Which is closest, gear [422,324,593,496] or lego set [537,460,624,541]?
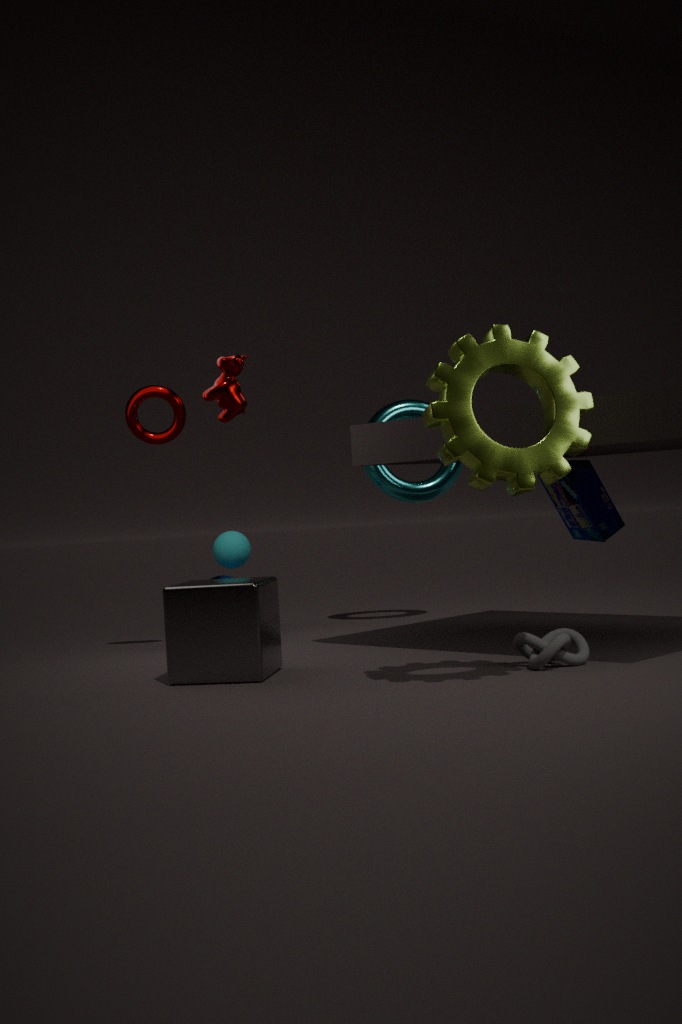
gear [422,324,593,496]
